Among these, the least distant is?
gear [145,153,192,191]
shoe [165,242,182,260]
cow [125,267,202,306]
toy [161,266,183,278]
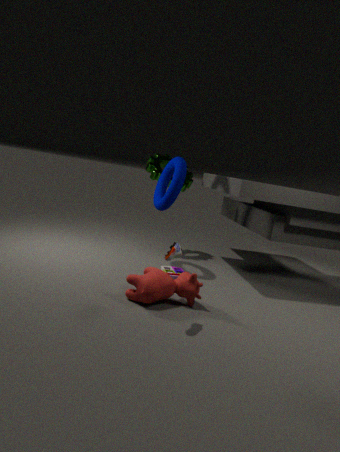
shoe [165,242,182,260]
